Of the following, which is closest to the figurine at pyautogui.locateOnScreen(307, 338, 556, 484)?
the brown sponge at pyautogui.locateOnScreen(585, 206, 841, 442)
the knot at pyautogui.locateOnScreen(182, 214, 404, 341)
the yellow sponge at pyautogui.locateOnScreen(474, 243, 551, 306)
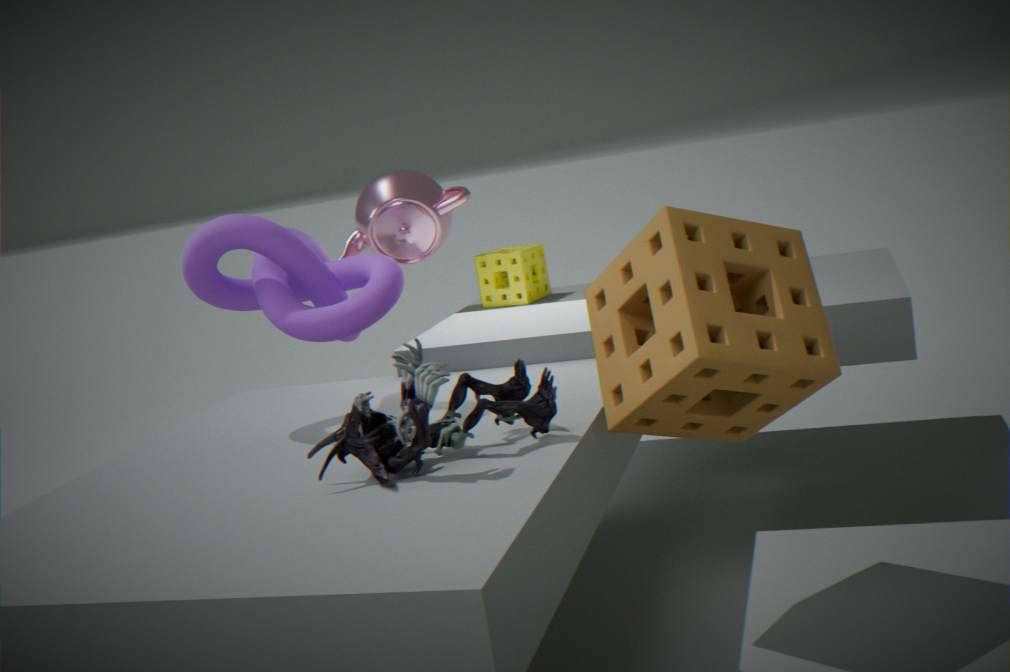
the brown sponge at pyautogui.locateOnScreen(585, 206, 841, 442)
